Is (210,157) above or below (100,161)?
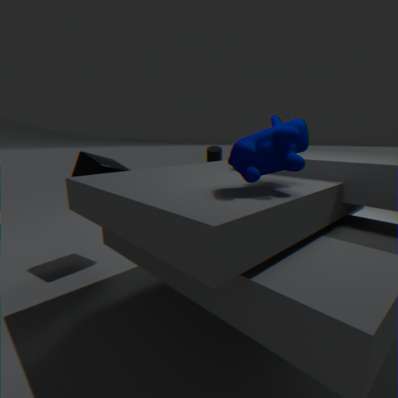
above
